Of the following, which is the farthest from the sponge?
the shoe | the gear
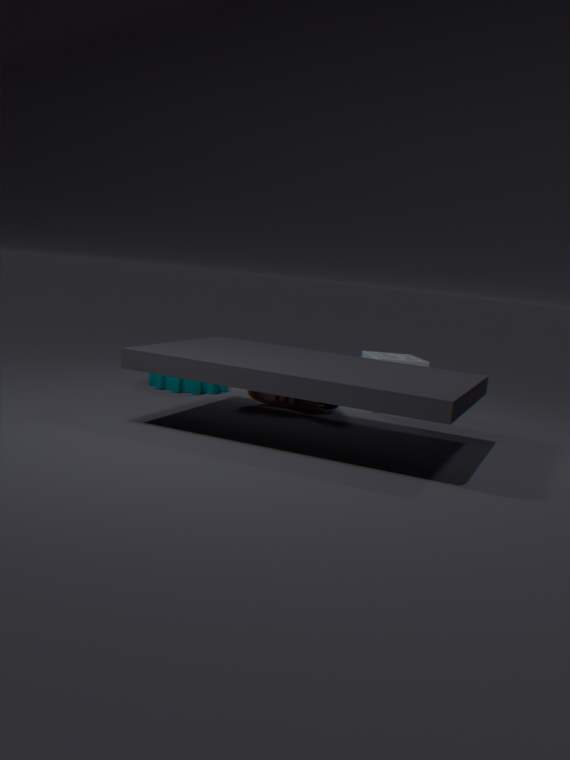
the gear
